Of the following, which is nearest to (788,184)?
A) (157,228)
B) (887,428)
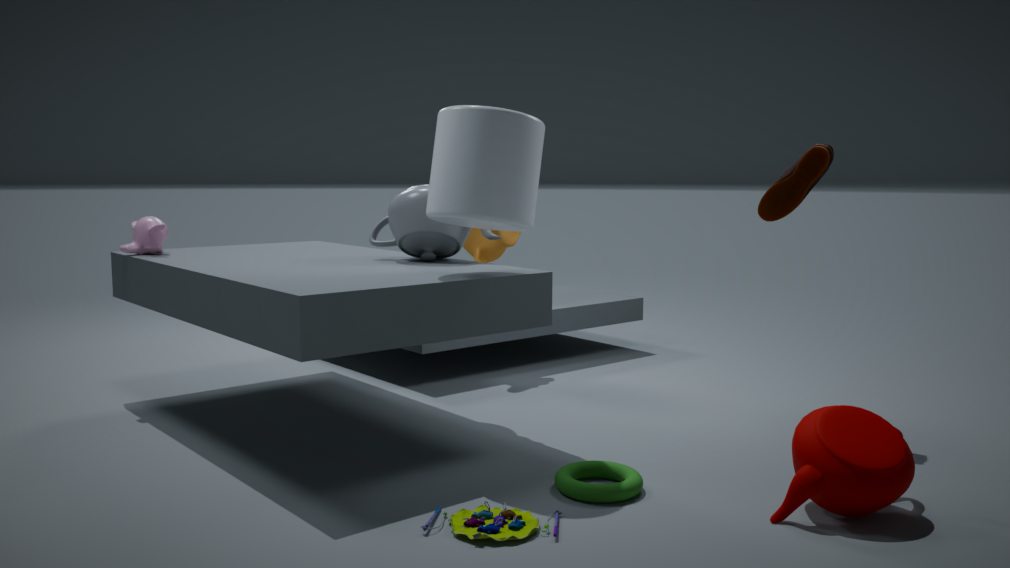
(887,428)
